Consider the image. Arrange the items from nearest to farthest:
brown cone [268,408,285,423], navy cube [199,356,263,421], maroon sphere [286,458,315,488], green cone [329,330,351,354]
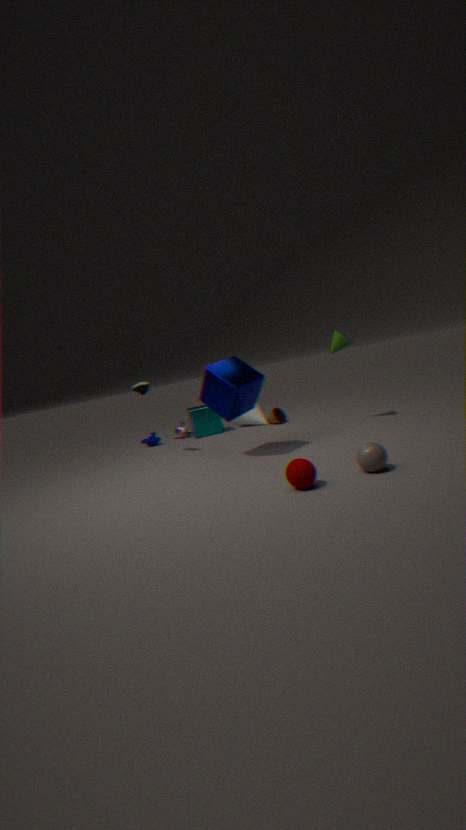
maroon sphere [286,458,315,488] < navy cube [199,356,263,421] < green cone [329,330,351,354] < brown cone [268,408,285,423]
